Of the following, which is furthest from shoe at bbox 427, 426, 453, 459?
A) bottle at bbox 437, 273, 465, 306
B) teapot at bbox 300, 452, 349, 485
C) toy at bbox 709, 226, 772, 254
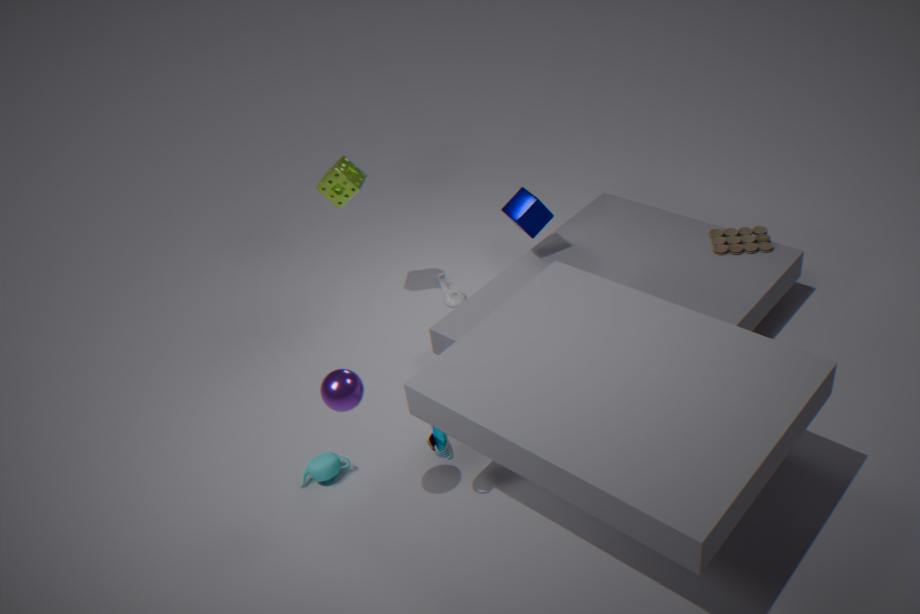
toy at bbox 709, 226, 772, 254
